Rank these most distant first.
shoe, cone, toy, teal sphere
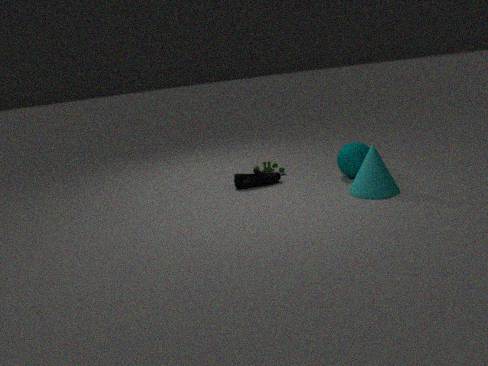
toy < shoe < teal sphere < cone
